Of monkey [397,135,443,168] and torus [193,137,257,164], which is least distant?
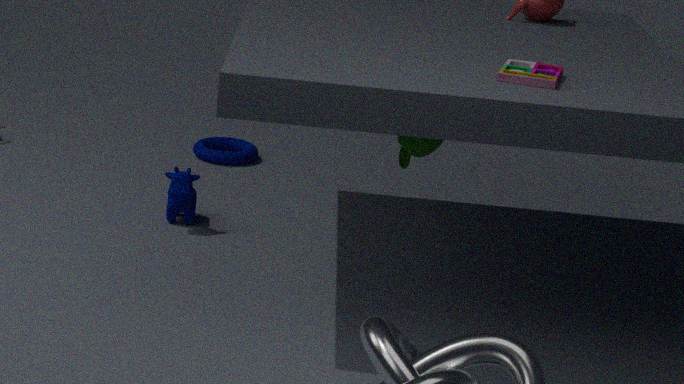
monkey [397,135,443,168]
